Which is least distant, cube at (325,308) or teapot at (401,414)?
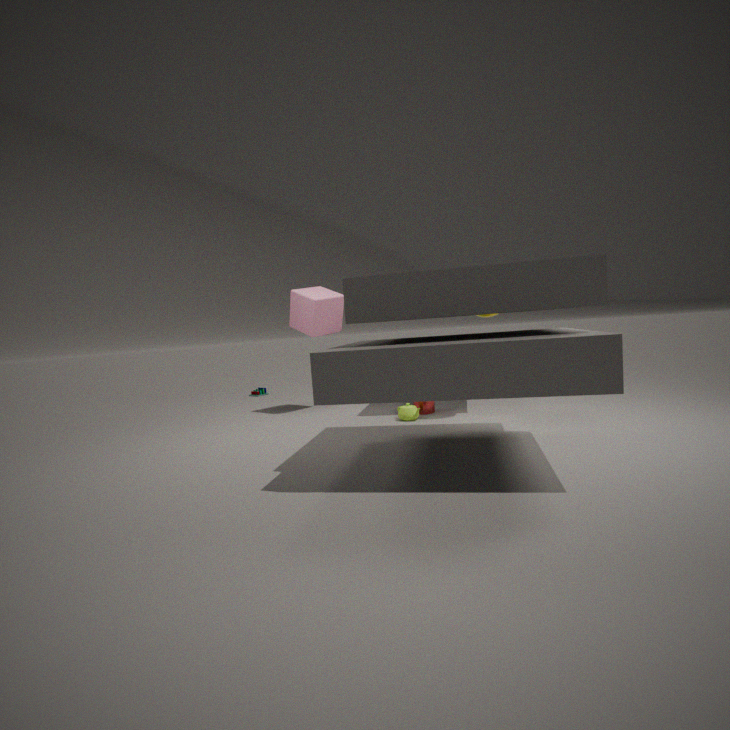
teapot at (401,414)
